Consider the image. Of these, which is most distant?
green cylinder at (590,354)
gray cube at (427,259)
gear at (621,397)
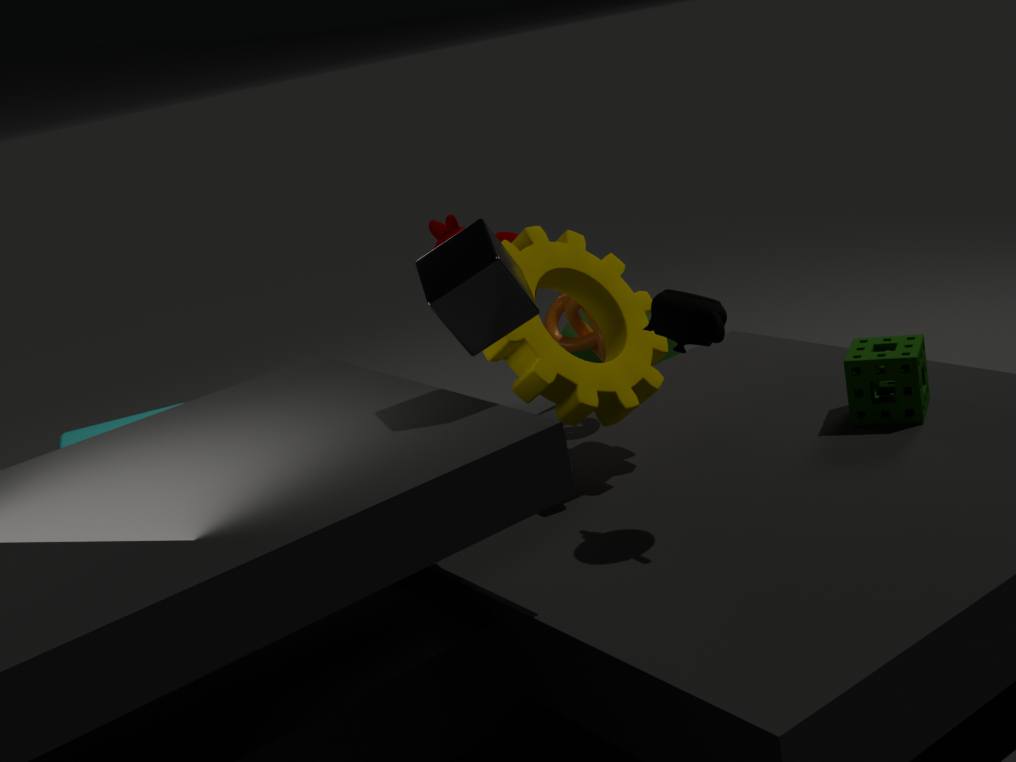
green cylinder at (590,354)
